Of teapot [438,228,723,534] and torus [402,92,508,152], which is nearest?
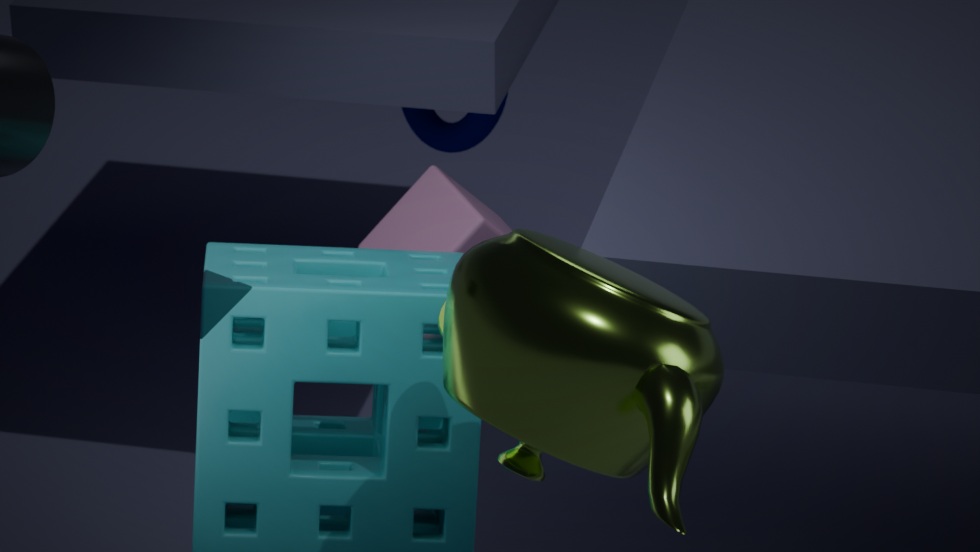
teapot [438,228,723,534]
